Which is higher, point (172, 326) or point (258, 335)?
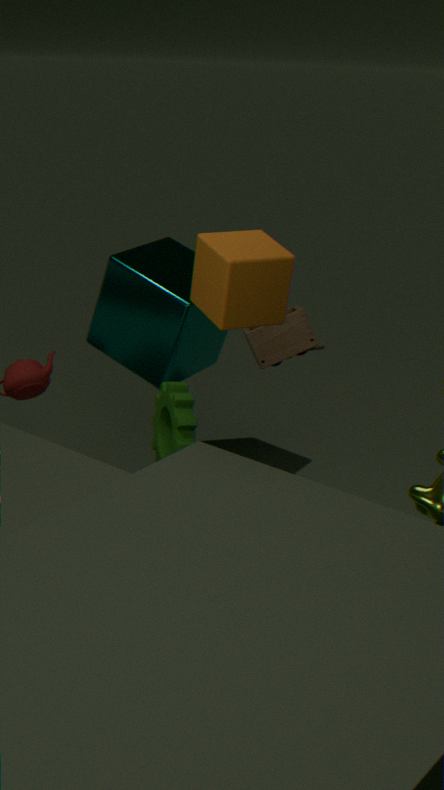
point (258, 335)
